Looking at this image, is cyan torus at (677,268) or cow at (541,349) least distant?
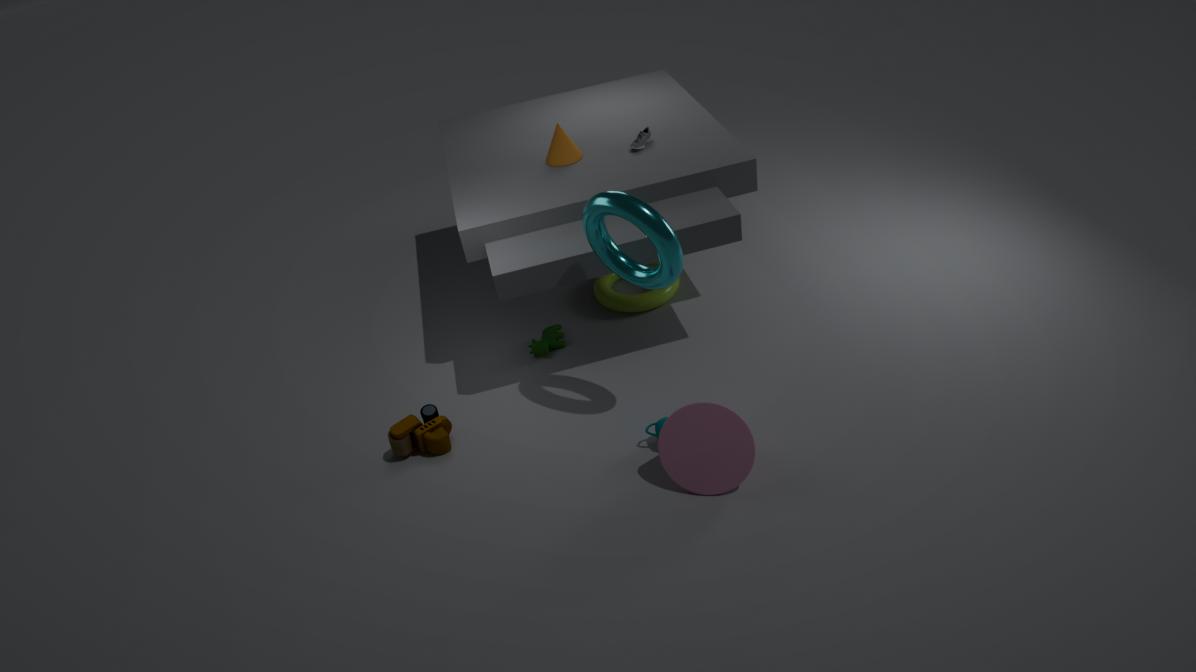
cyan torus at (677,268)
